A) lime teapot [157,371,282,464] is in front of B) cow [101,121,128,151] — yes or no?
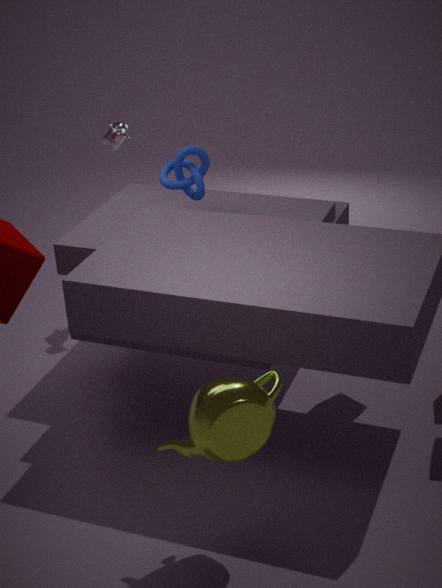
Yes
